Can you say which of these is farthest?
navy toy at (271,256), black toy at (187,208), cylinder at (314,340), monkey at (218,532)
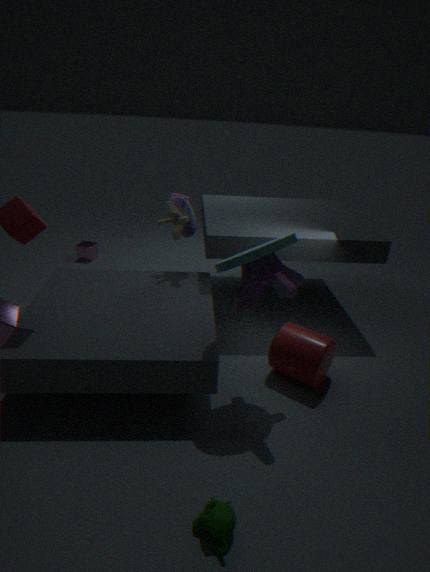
black toy at (187,208)
